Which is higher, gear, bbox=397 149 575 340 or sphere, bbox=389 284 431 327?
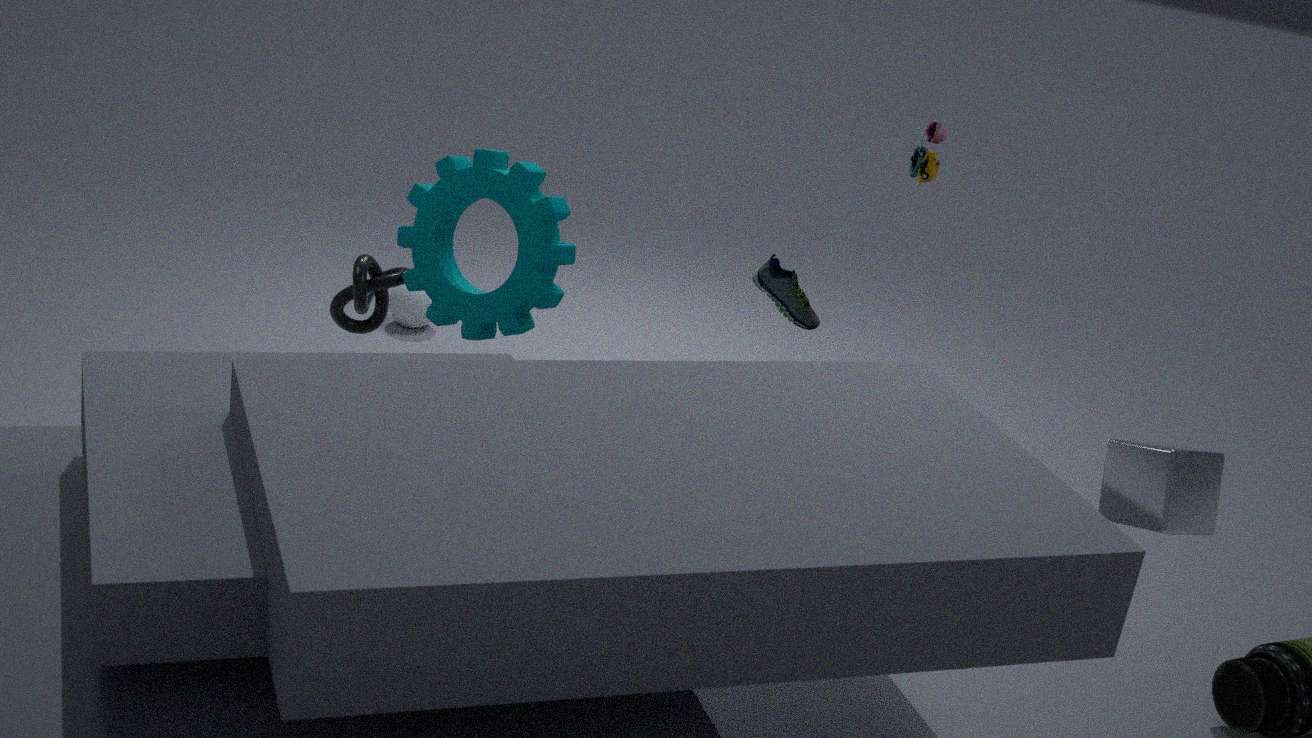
gear, bbox=397 149 575 340
